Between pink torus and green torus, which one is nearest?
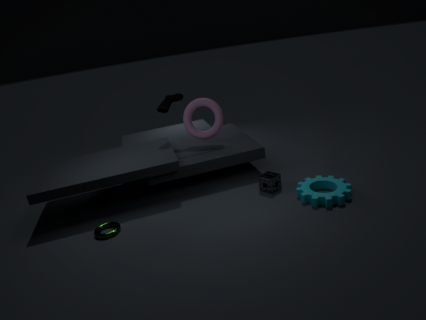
green torus
